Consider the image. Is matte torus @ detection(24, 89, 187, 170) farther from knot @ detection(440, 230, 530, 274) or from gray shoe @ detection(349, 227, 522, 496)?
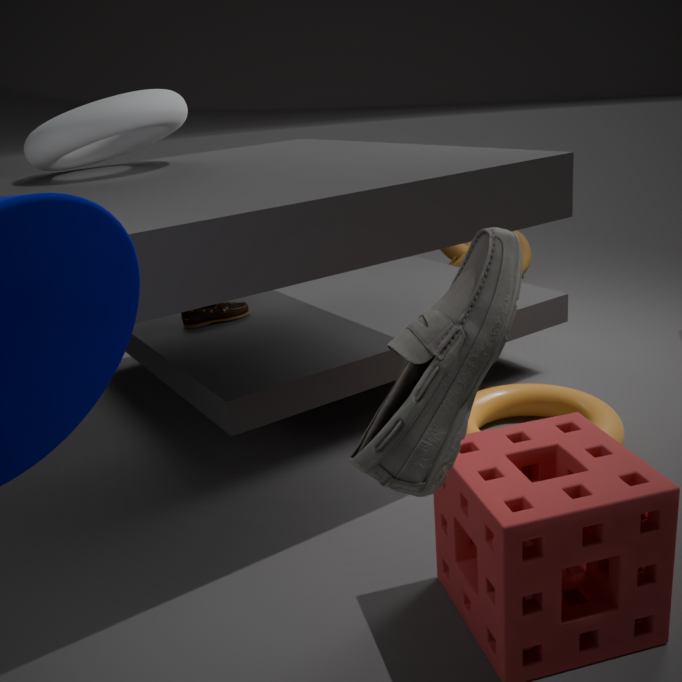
knot @ detection(440, 230, 530, 274)
